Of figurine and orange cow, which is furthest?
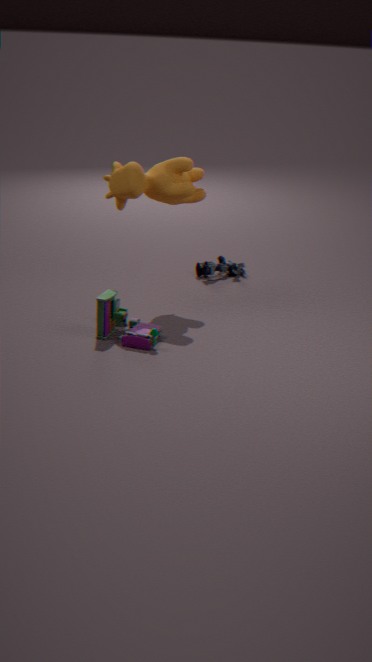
figurine
